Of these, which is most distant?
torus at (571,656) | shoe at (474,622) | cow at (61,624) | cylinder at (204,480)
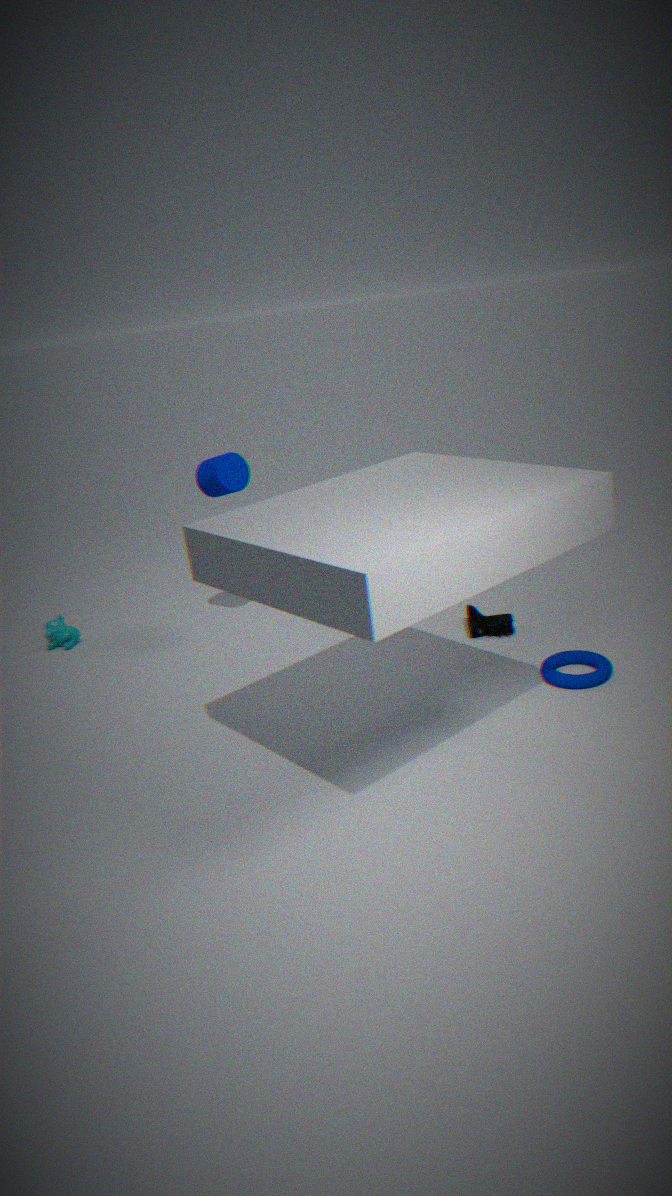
cow at (61,624)
